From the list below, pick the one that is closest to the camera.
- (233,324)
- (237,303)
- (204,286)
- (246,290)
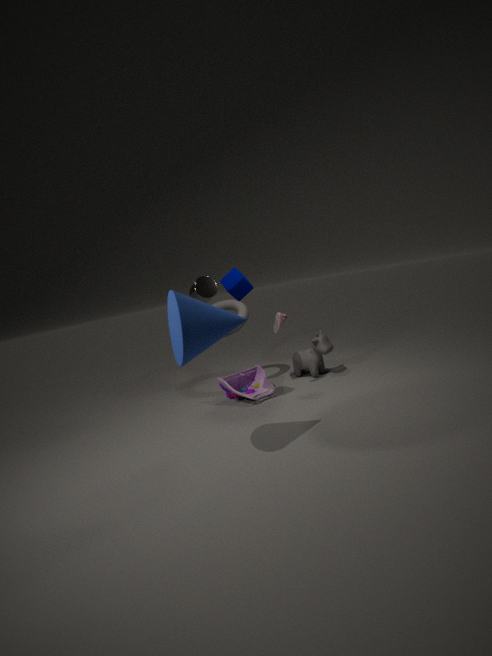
(233,324)
